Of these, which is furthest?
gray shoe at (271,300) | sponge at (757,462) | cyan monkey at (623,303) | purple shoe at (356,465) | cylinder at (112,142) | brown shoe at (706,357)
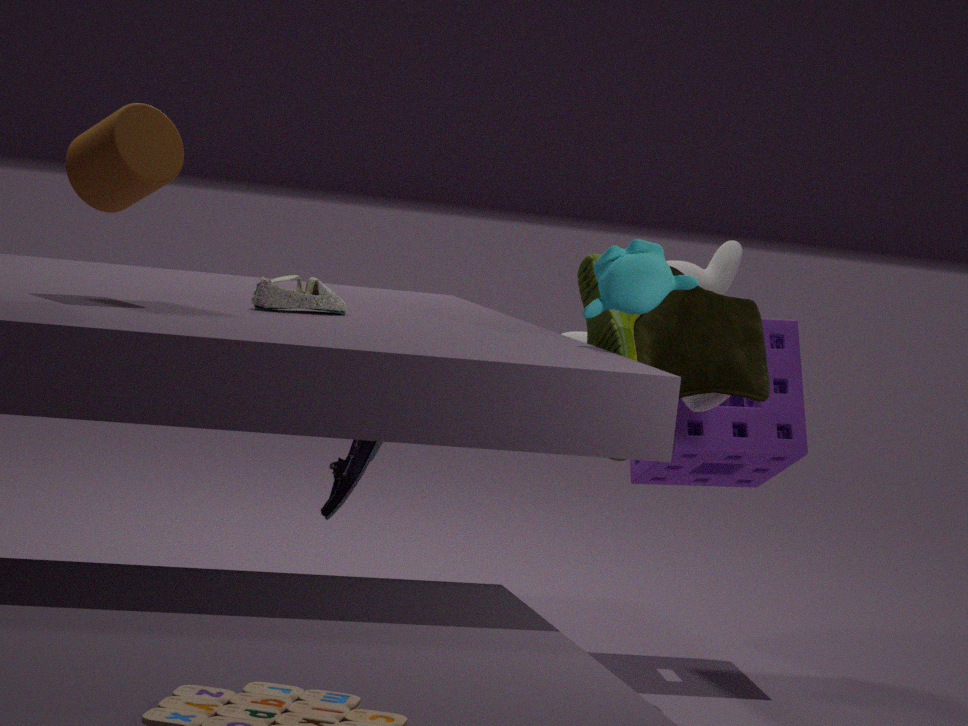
sponge at (757,462)
